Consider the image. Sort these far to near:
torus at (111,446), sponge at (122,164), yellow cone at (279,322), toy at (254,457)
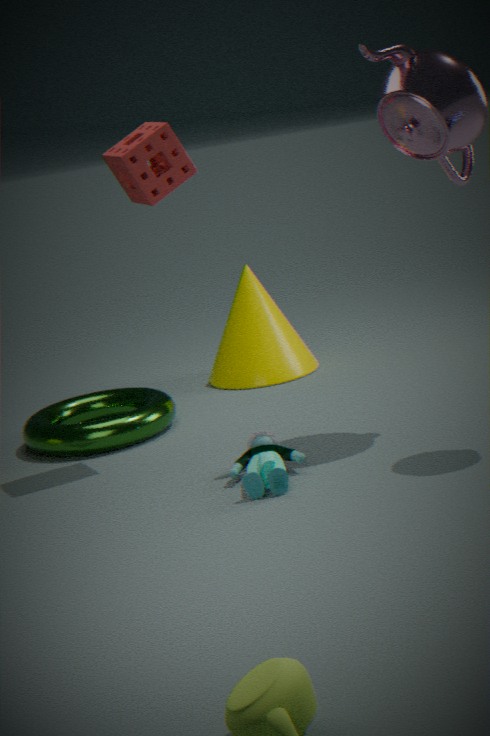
yellow cone at (279,322)
torus at (111,446)
sponge at (122,164)
toy at (254,457)
